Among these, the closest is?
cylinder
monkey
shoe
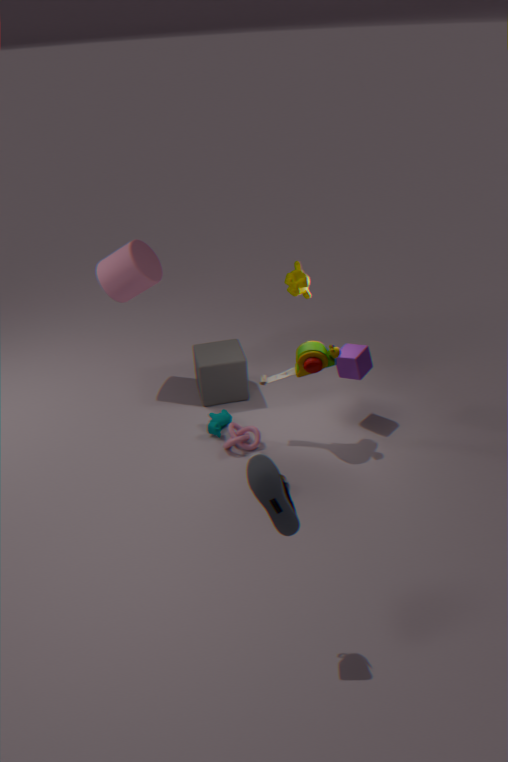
shoe
